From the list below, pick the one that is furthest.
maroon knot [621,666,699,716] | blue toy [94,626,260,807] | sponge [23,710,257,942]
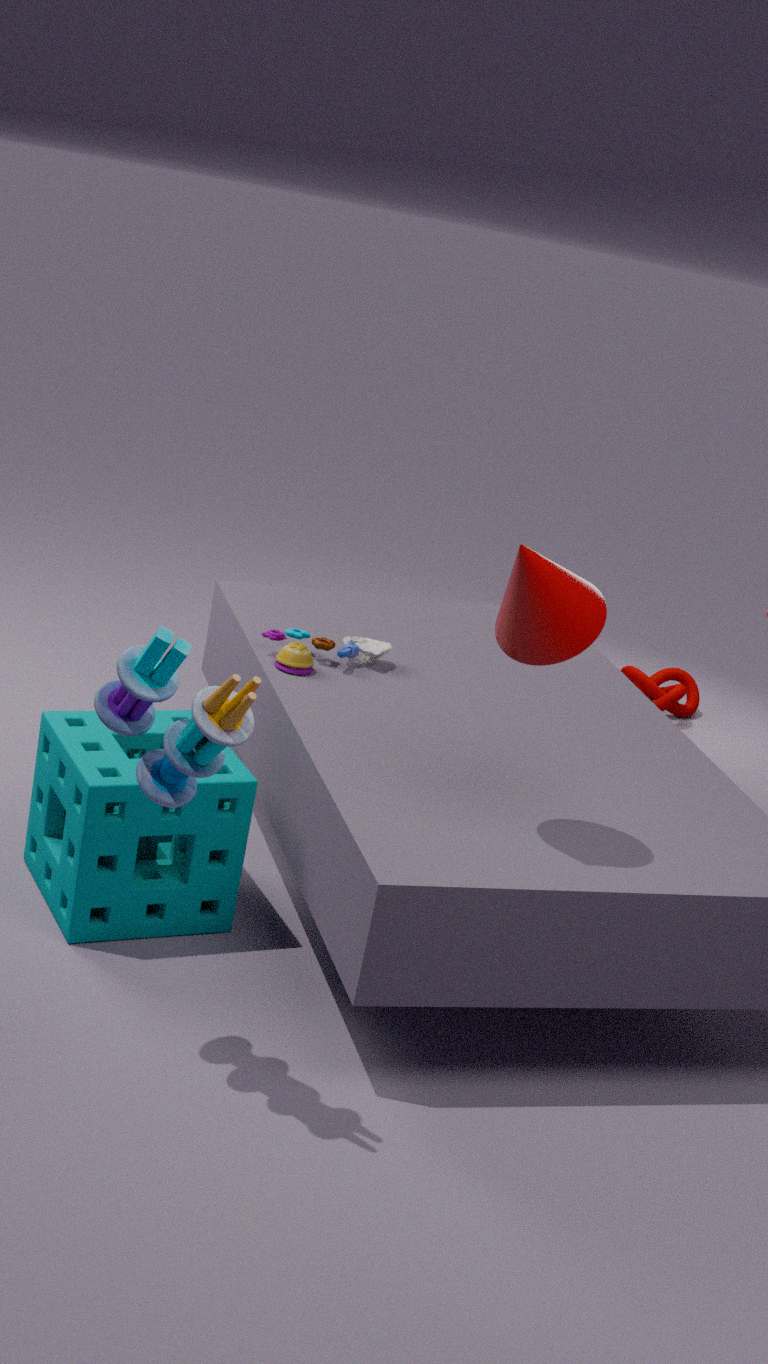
maroon knot [621,666,699,716]
